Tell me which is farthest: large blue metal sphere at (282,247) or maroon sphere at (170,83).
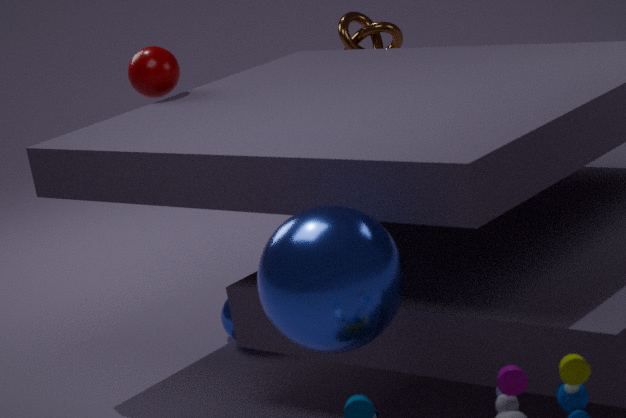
maroon sphere at (170,83)
